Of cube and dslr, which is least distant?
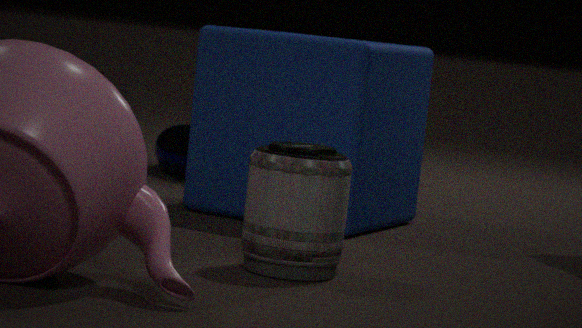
dslr
